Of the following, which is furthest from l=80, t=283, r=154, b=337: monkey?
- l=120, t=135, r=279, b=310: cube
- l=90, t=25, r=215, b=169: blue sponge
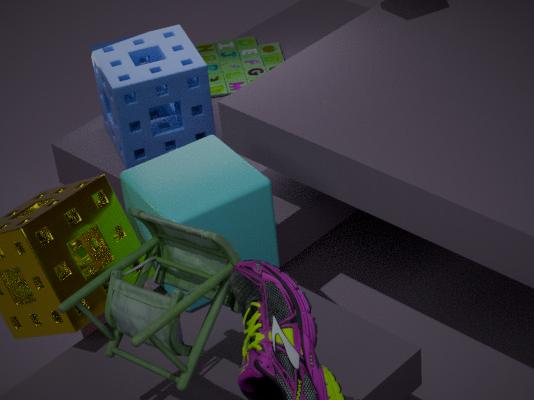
l=90, t=25, r=215, b=169: blue sponge
